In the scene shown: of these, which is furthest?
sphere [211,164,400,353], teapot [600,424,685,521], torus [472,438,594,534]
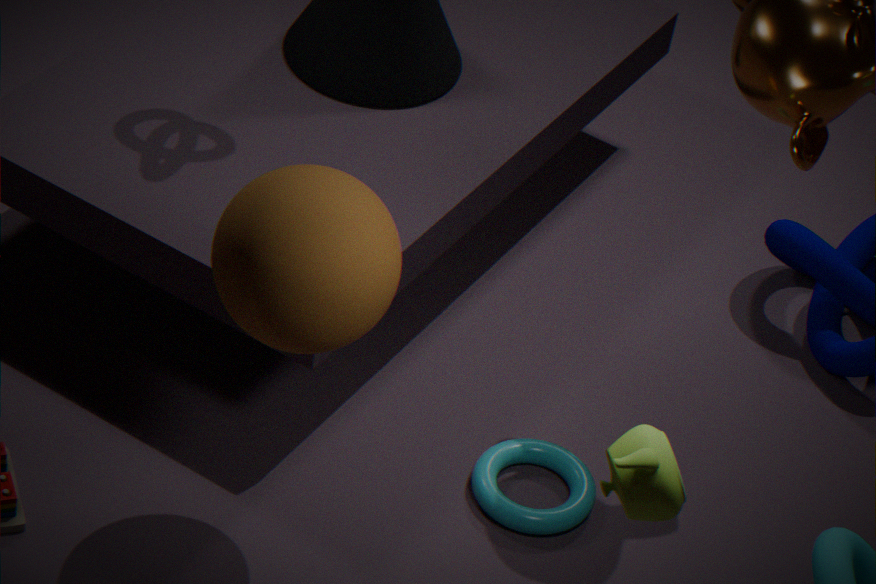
torus [472,438,594,534]
